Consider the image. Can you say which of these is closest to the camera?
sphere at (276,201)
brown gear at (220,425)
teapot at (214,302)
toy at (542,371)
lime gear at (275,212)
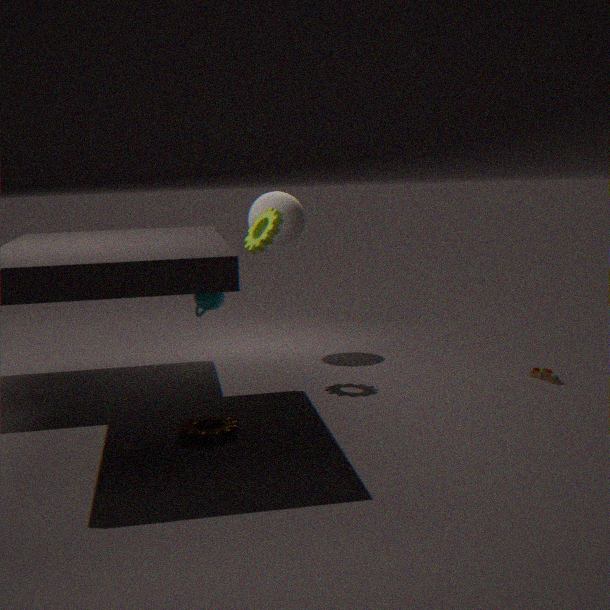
brown gear at (220,425)
